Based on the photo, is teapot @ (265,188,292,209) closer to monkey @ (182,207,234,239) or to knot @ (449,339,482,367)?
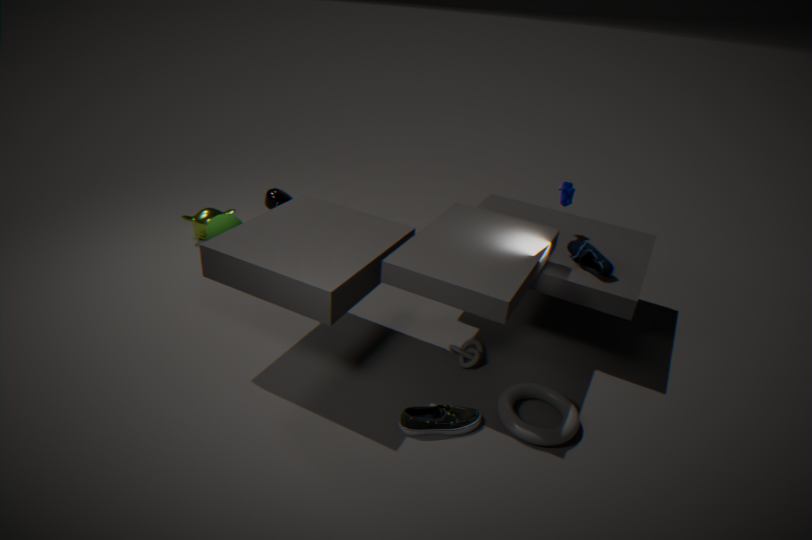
monkey @ (182,207,234,239)
